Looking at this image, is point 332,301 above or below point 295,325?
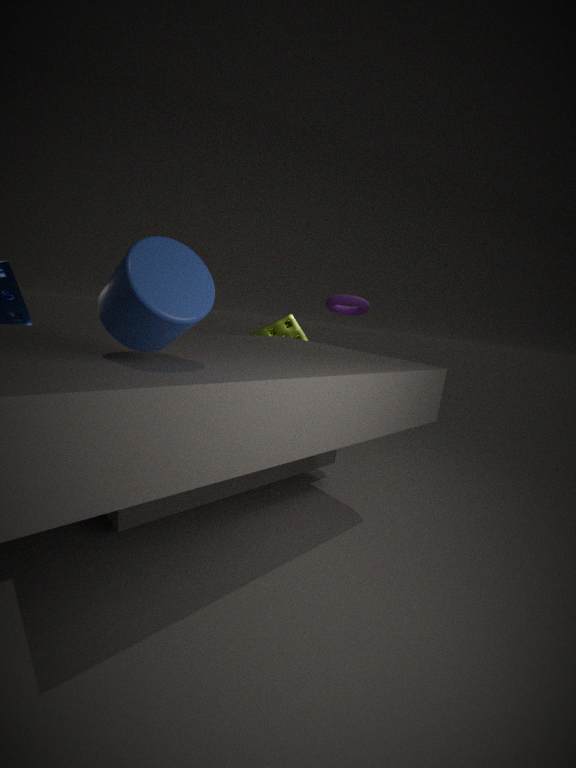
above
